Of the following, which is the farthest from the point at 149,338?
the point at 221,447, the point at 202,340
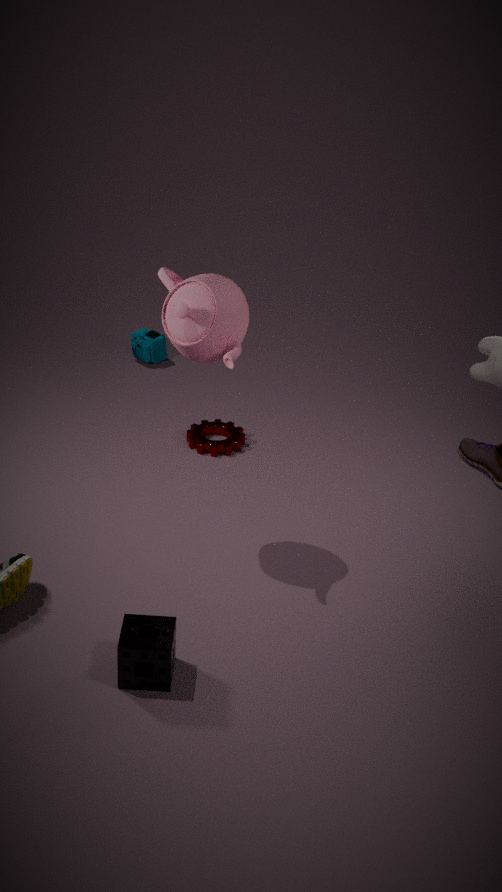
the point at 202,340
